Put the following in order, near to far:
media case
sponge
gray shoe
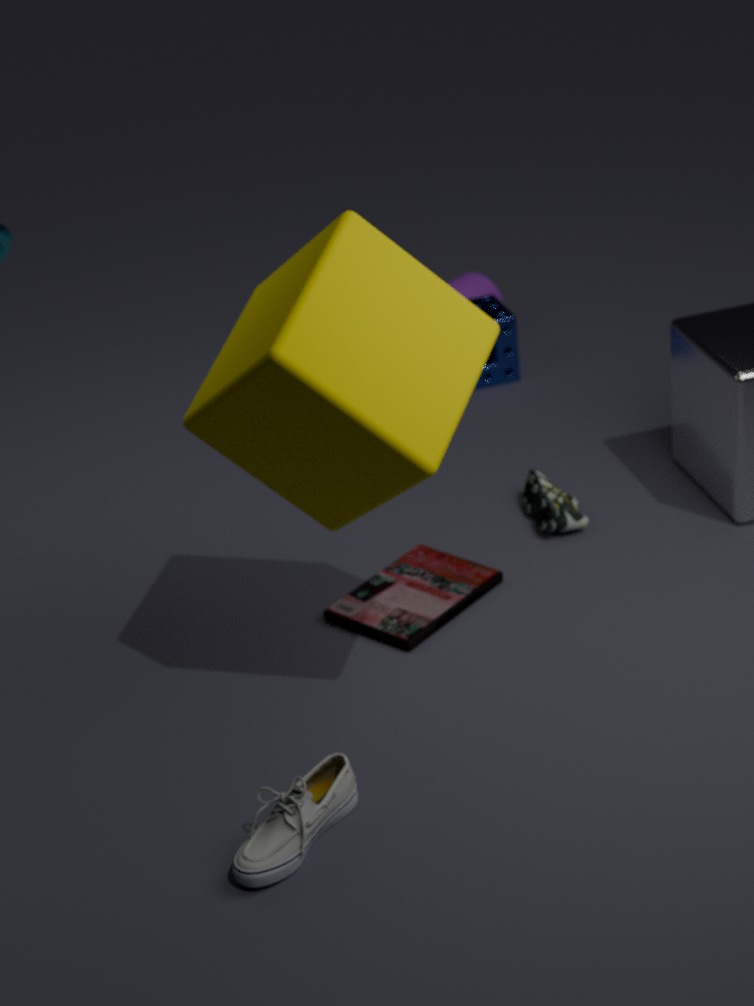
gray shoe → media case → sponge
